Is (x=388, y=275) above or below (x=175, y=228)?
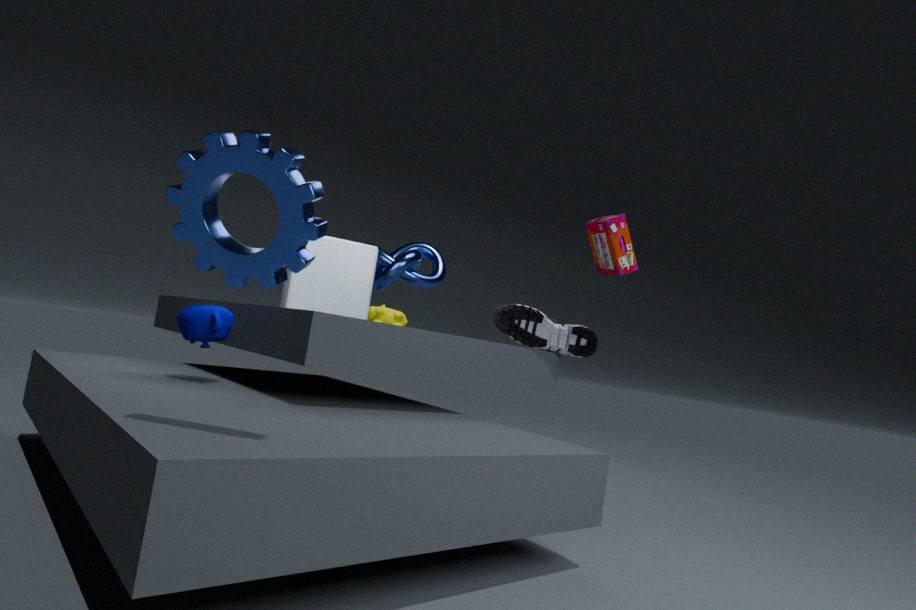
above
